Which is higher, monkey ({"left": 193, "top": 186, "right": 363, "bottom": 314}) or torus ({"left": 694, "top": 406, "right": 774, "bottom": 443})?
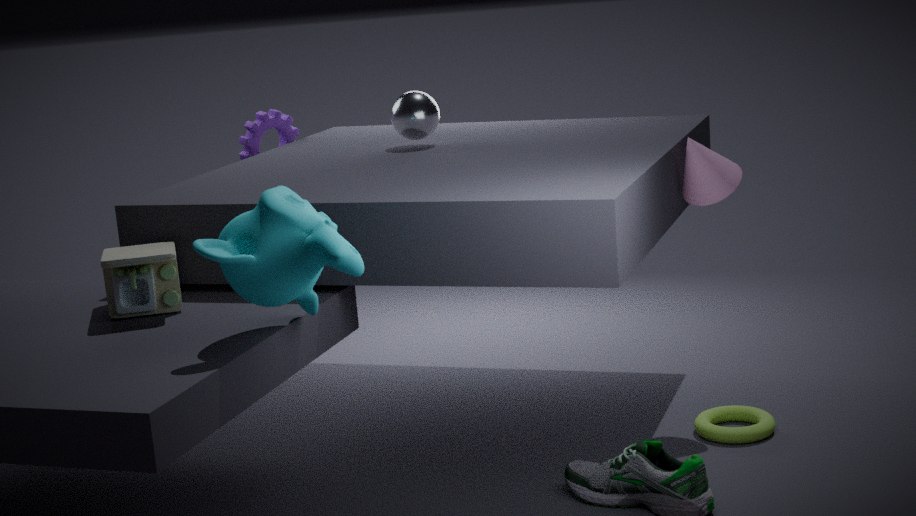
monkey ({"left": 193, "top": 186, "right": 363, "bottom": 314})
